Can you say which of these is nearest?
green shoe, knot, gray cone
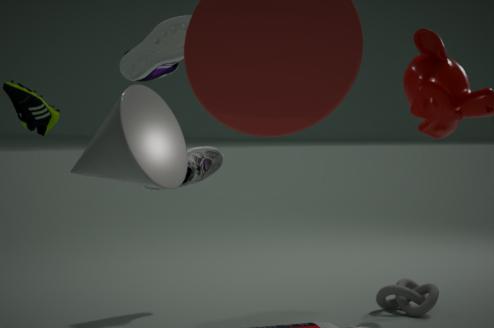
green shoe
